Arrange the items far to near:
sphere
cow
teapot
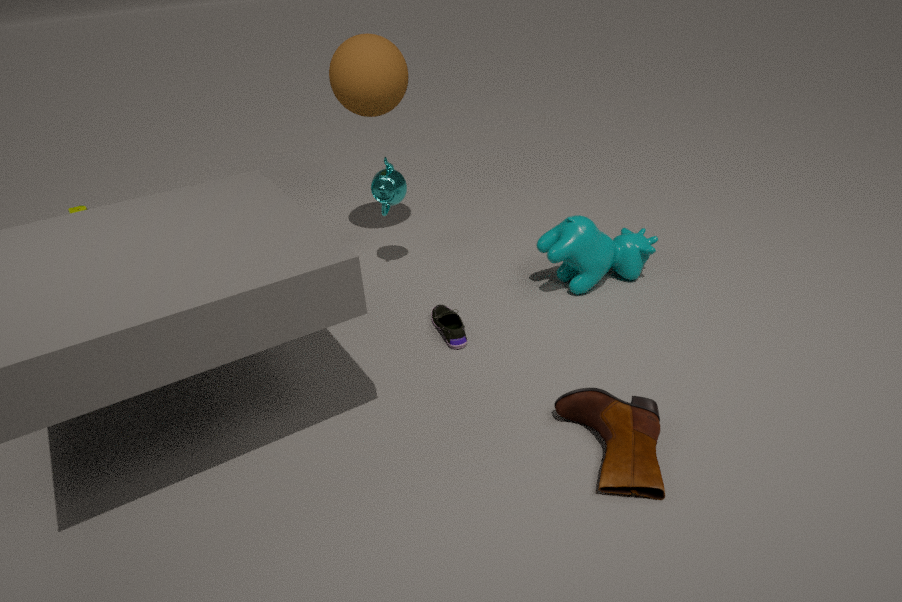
teapot → sphere → cow
